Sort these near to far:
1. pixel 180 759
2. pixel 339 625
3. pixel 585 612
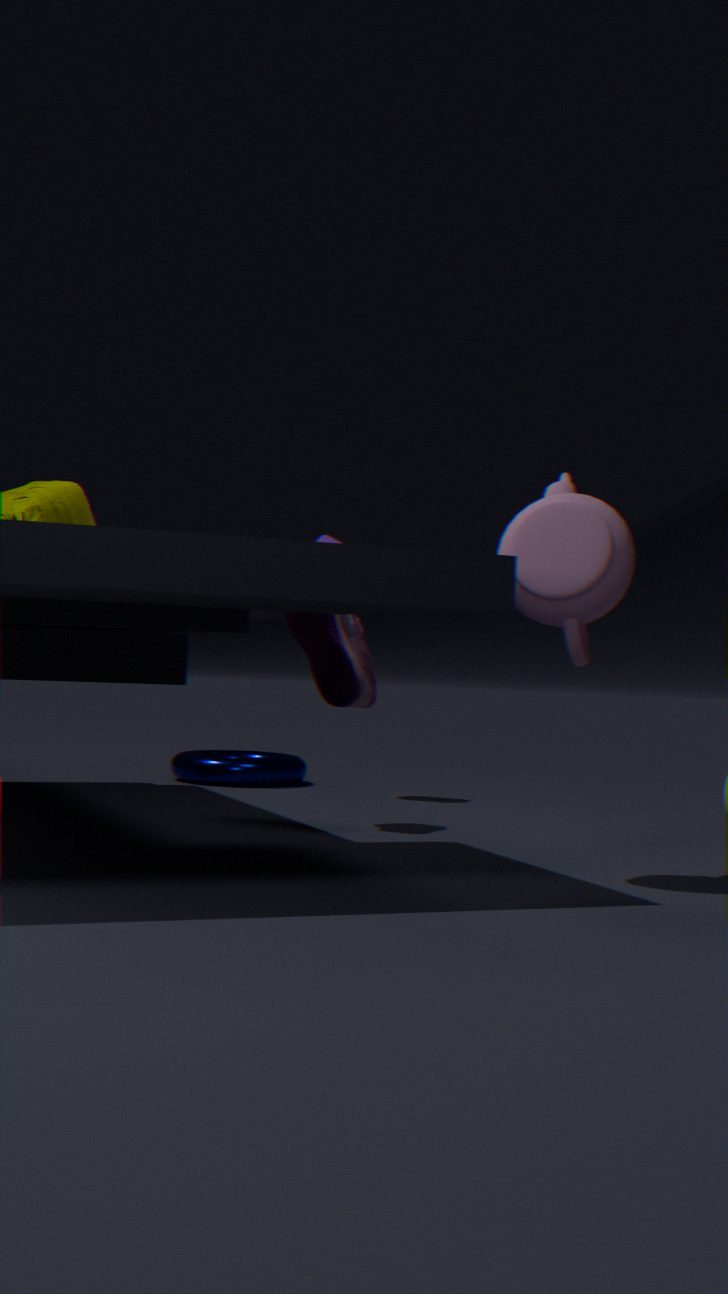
pixel 585 612 → pixel 339 625 → pixel 180 759
